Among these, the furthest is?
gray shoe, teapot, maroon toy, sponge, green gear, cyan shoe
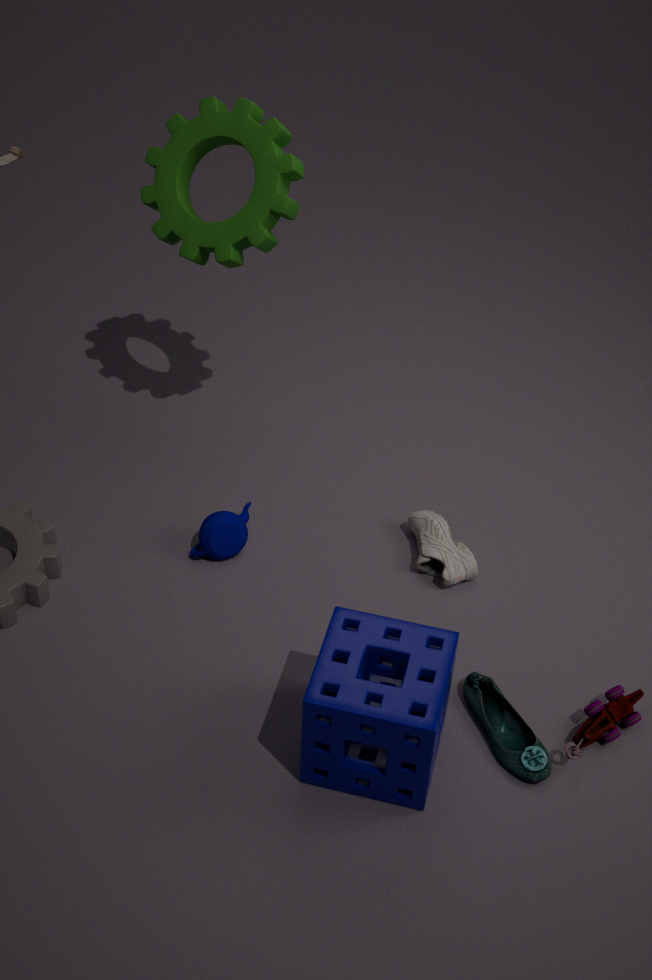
teapot
